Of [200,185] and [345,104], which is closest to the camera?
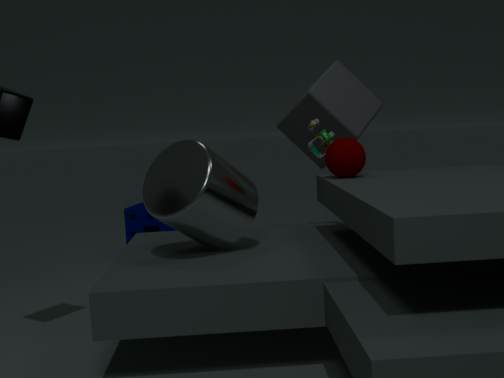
[200,185]
